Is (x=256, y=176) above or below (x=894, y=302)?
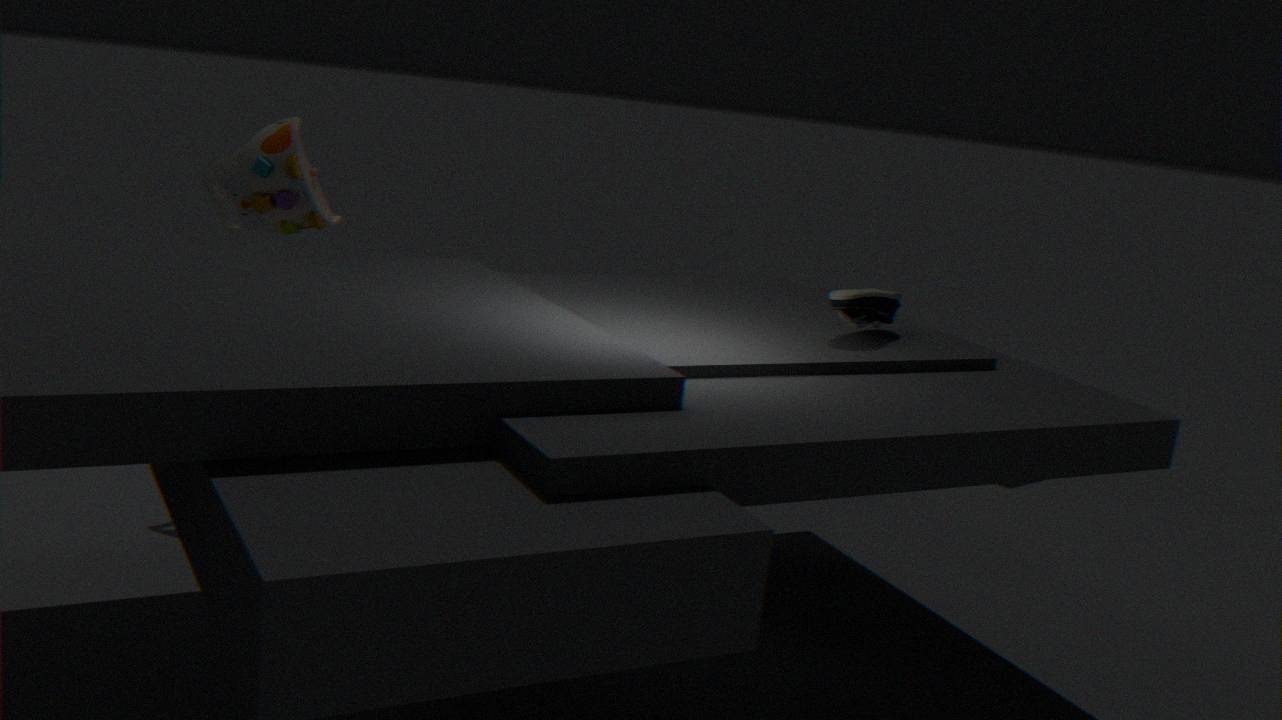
above
